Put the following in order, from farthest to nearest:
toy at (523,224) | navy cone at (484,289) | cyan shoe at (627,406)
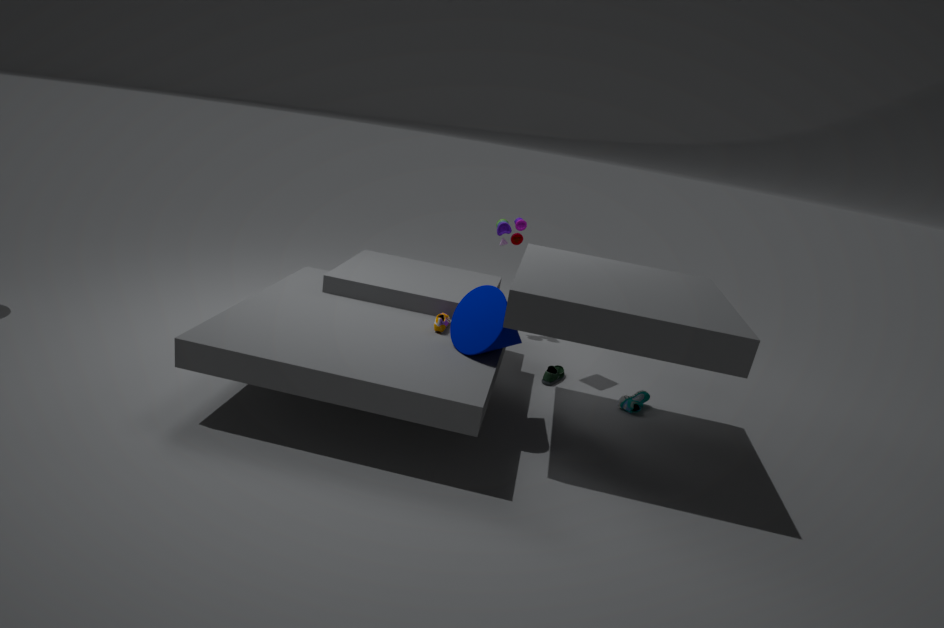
toy at (523,224) → cyan shoe at (627,406) → navy cone at (484,289)
